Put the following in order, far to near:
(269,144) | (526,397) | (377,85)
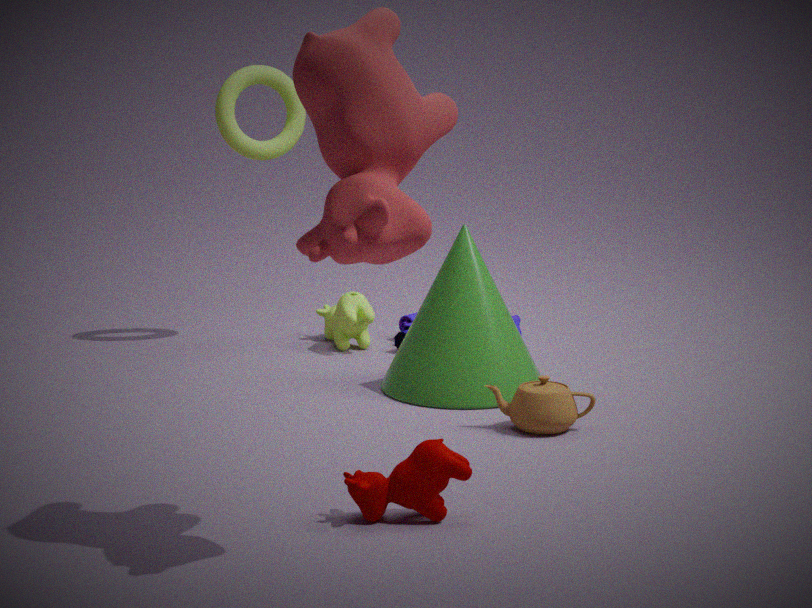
(269,144)
(526,397)
(377,85)
